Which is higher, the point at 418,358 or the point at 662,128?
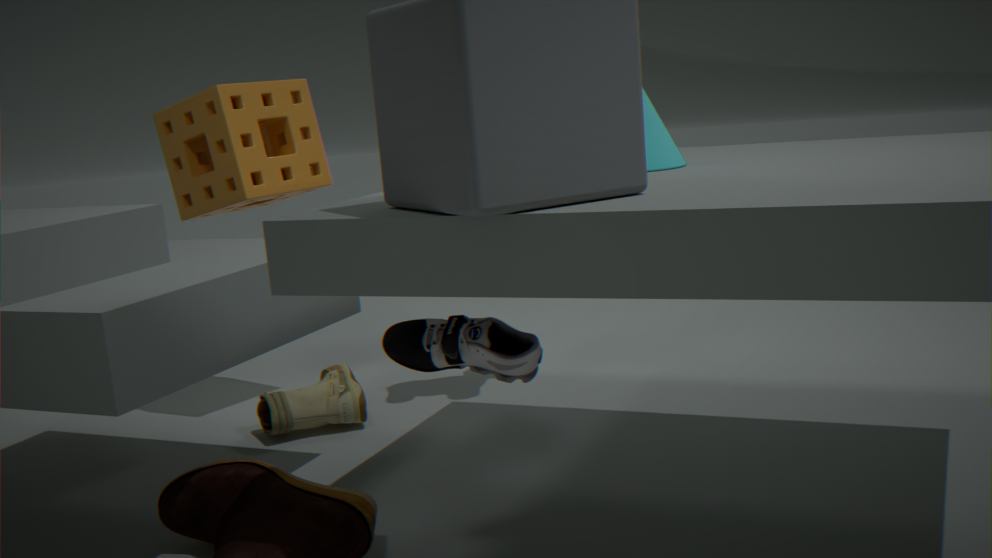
the point at 662,128
